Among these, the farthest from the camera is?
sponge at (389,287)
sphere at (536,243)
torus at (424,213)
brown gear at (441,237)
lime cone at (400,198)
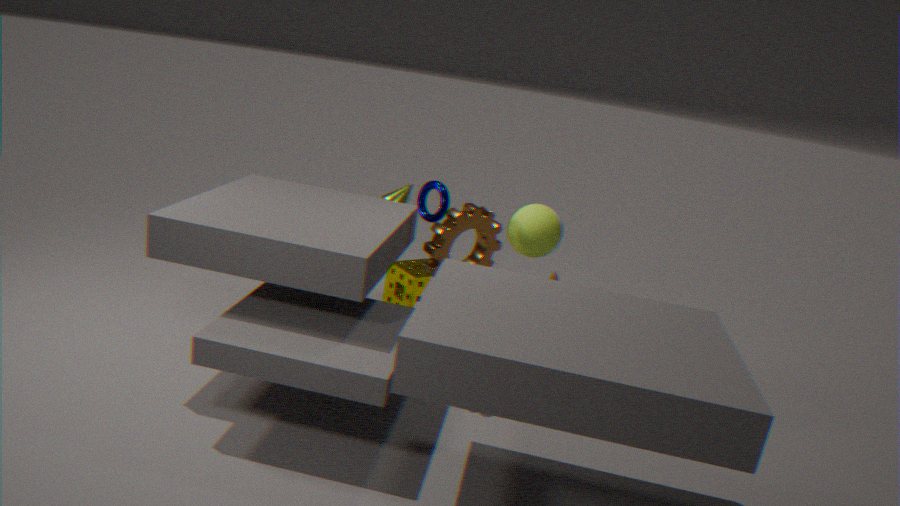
sponge at (389,287)
